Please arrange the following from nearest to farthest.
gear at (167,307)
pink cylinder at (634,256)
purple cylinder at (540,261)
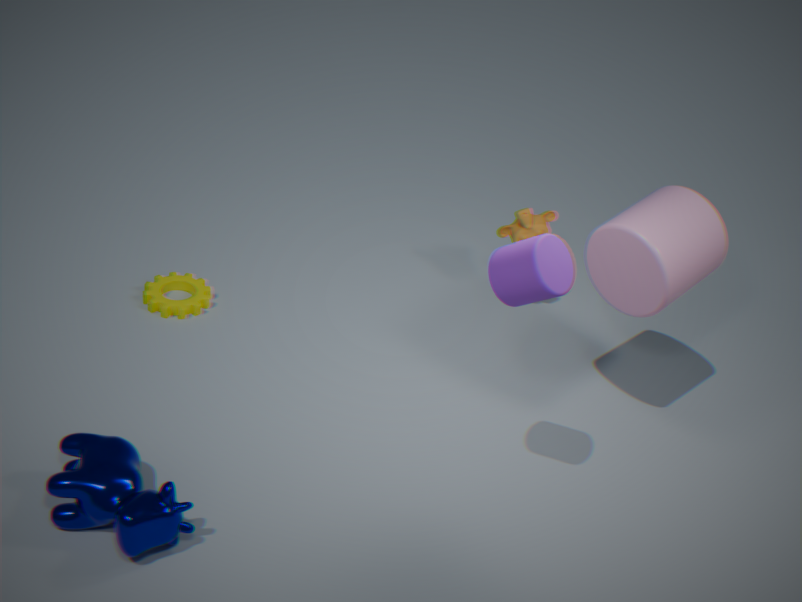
purple cylinder at (540,261)
pink cylinder at (634,256)
gear at (167,307)
